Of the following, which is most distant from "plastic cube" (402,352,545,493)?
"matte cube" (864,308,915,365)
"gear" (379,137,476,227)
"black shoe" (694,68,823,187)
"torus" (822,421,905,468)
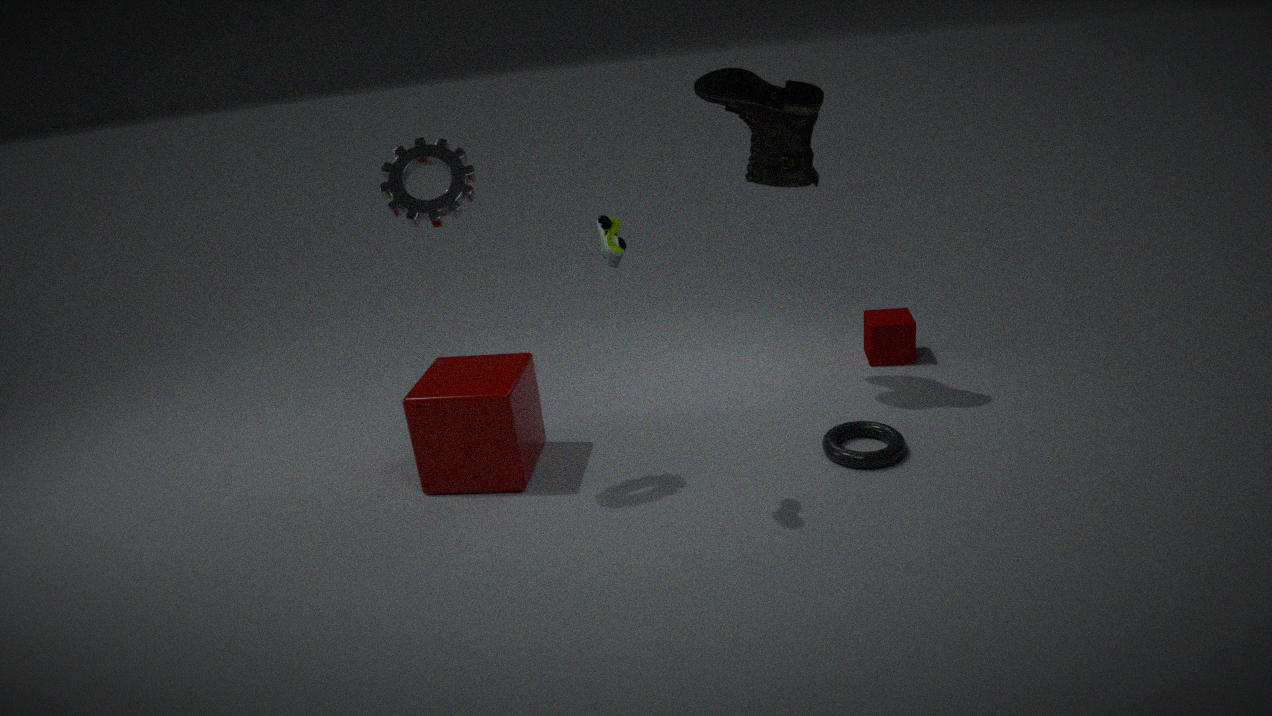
"matte cube" (864,308,915,365)
